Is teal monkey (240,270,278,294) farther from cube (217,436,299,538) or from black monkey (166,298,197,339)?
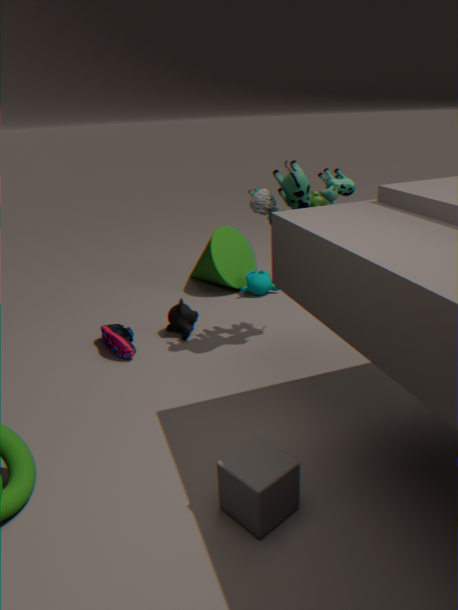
cube (217,436,299,538)
